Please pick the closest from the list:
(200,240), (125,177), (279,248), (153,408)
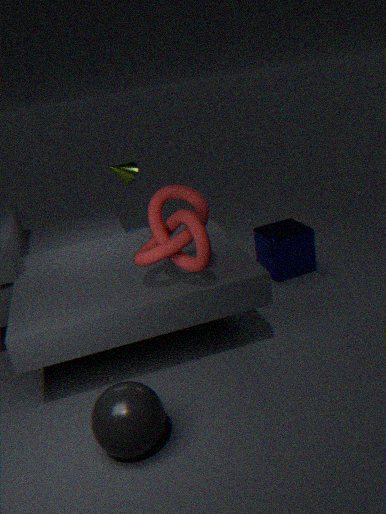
(153,408)
